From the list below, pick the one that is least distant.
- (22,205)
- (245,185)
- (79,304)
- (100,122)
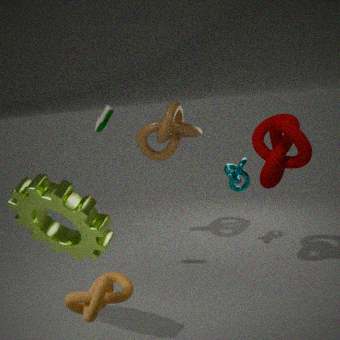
(79,304)
